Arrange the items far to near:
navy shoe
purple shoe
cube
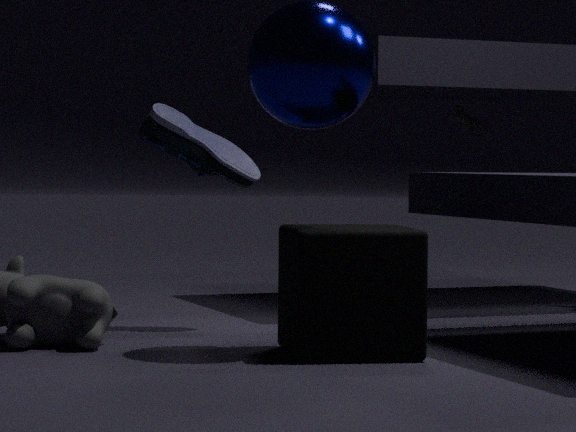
purple shoe, navy shoe, cube
